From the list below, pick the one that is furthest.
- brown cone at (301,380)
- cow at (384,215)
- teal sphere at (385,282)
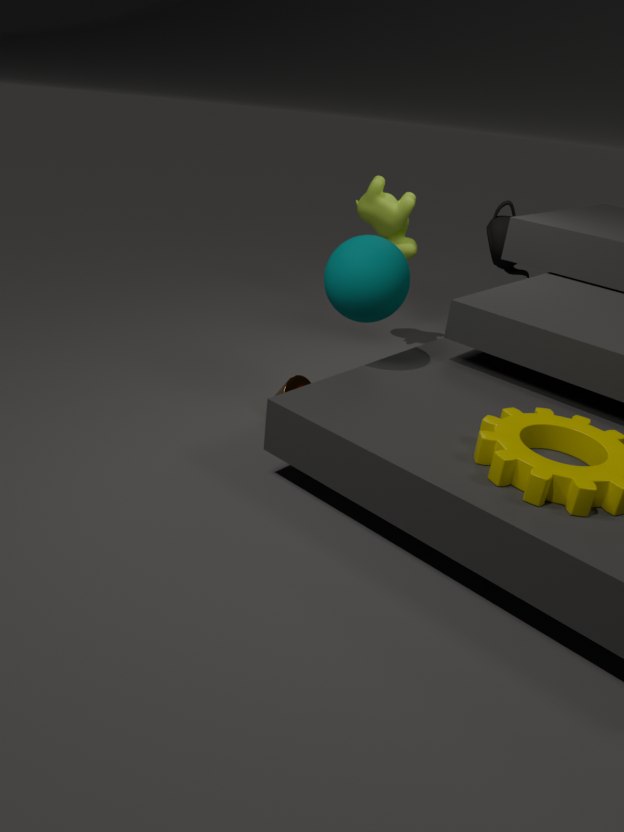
cow at (384,215)
